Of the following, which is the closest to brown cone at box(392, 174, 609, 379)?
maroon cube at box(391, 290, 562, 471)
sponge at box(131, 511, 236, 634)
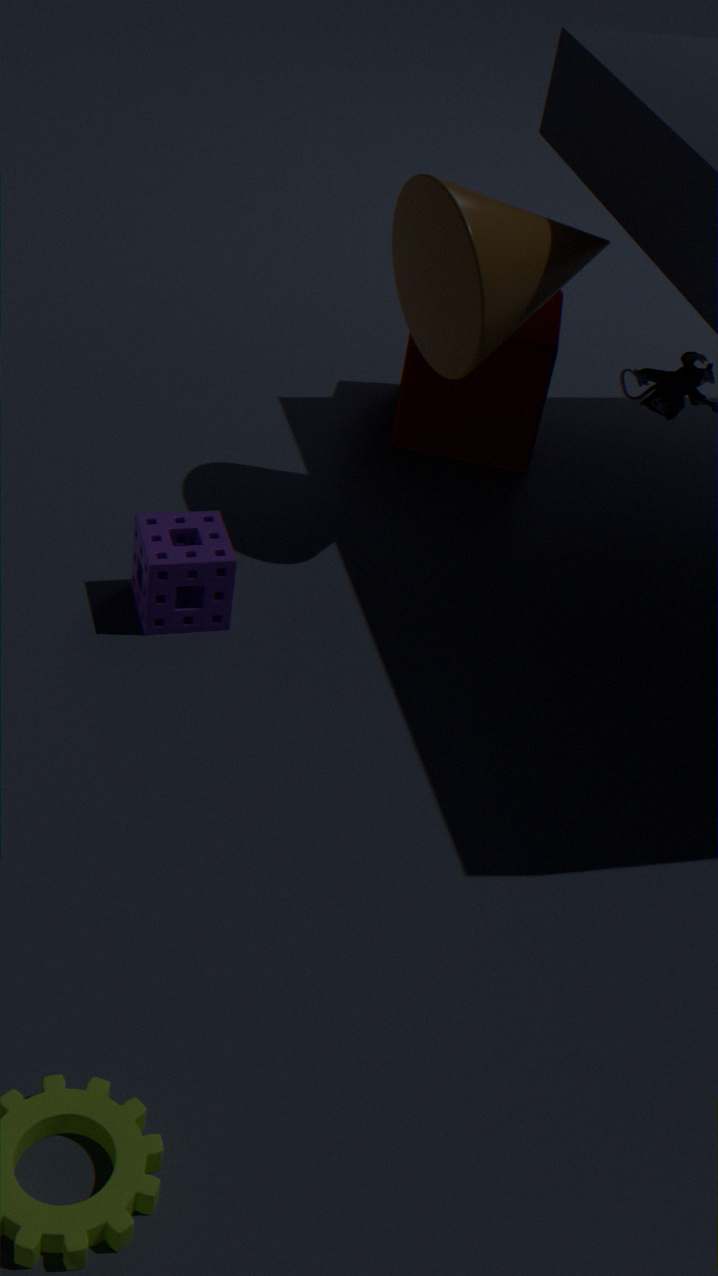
maroon cube at box(391, 290, 562, 471)
